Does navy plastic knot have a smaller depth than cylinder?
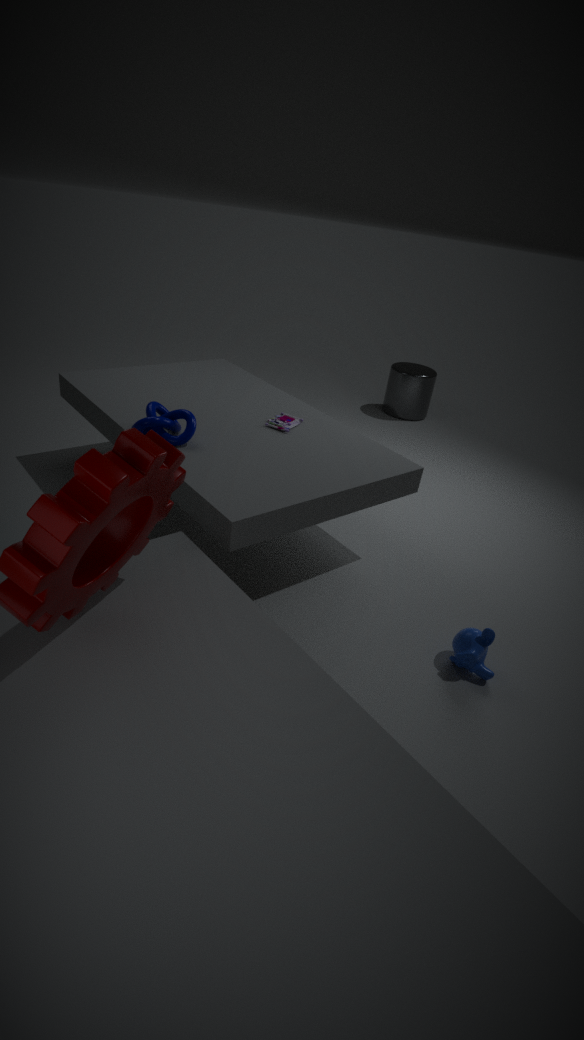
Yes
